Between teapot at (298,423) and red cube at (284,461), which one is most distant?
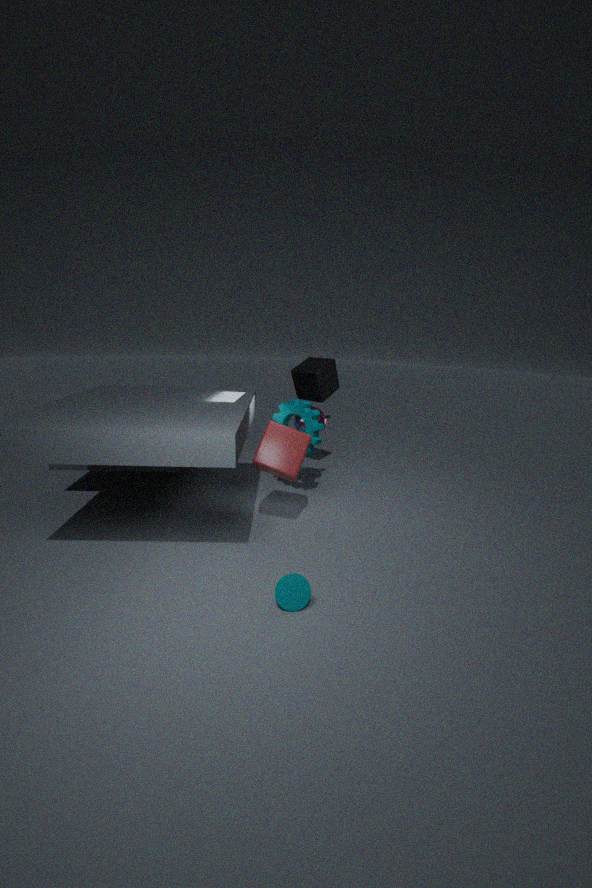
teapot at (298,423)
